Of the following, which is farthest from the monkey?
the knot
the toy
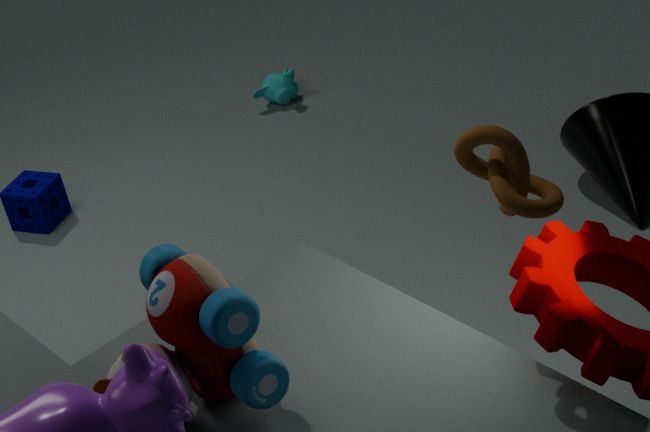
the knot
